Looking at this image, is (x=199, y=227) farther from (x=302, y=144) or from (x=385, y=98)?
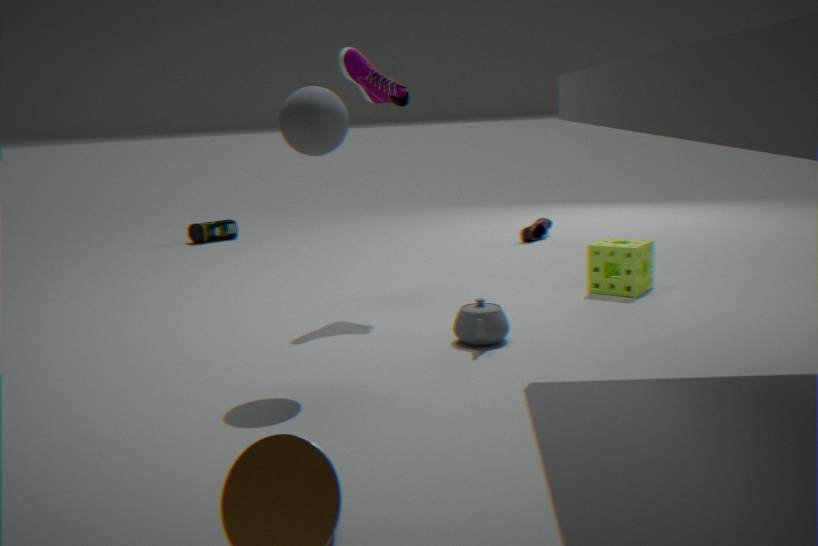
(x=302, y=144)
